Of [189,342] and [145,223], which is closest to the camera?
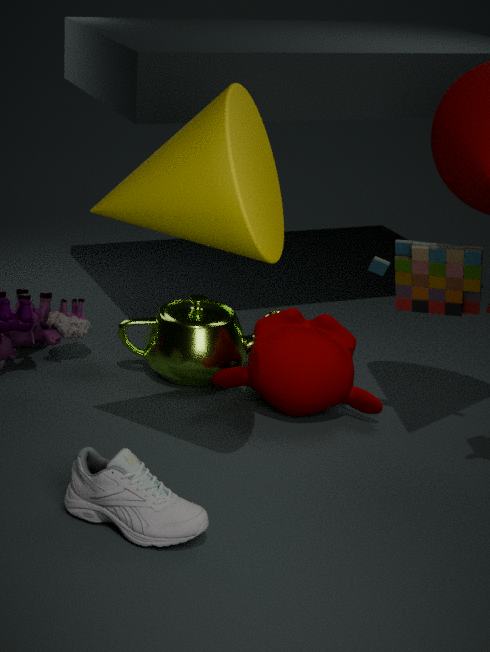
[145,223]
